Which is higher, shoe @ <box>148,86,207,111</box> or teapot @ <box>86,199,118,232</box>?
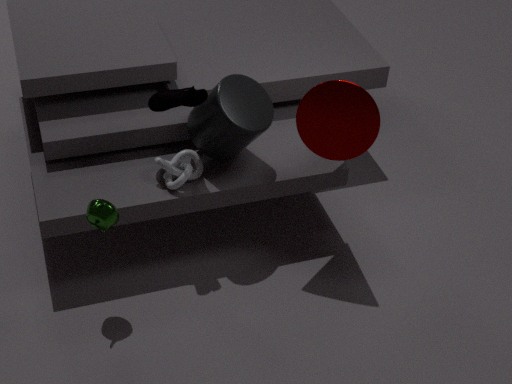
shoe @ <box>148,86,207,111</box>
